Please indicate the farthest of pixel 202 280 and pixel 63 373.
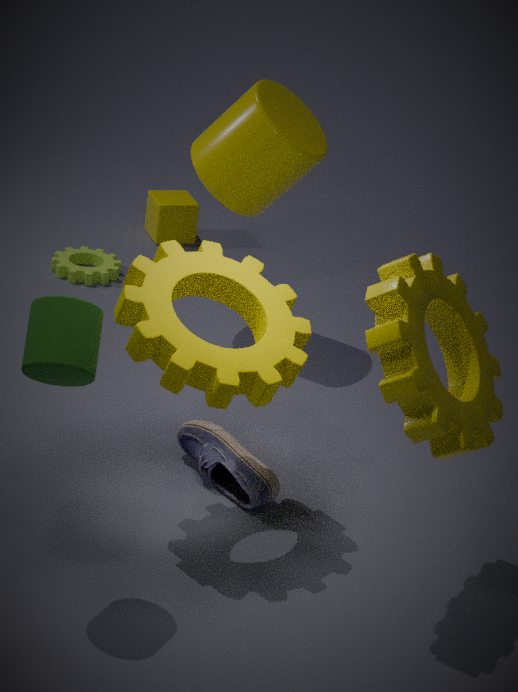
pixel 202 280
